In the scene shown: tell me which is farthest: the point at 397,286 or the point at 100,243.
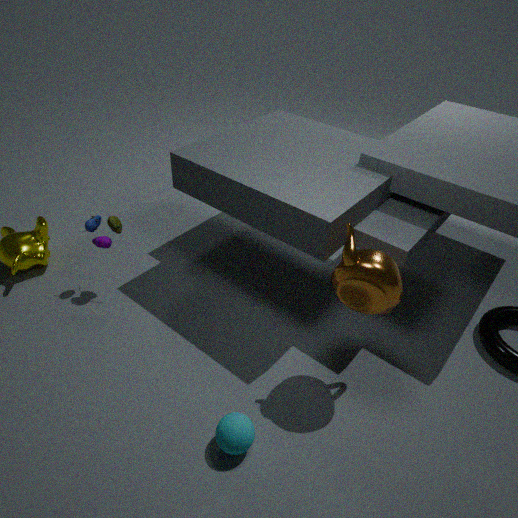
the point at 100,243
